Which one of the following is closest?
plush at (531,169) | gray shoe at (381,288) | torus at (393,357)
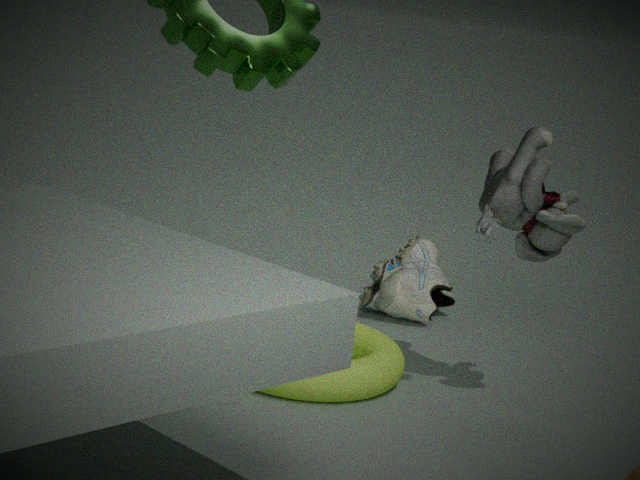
plush at (531,169)
